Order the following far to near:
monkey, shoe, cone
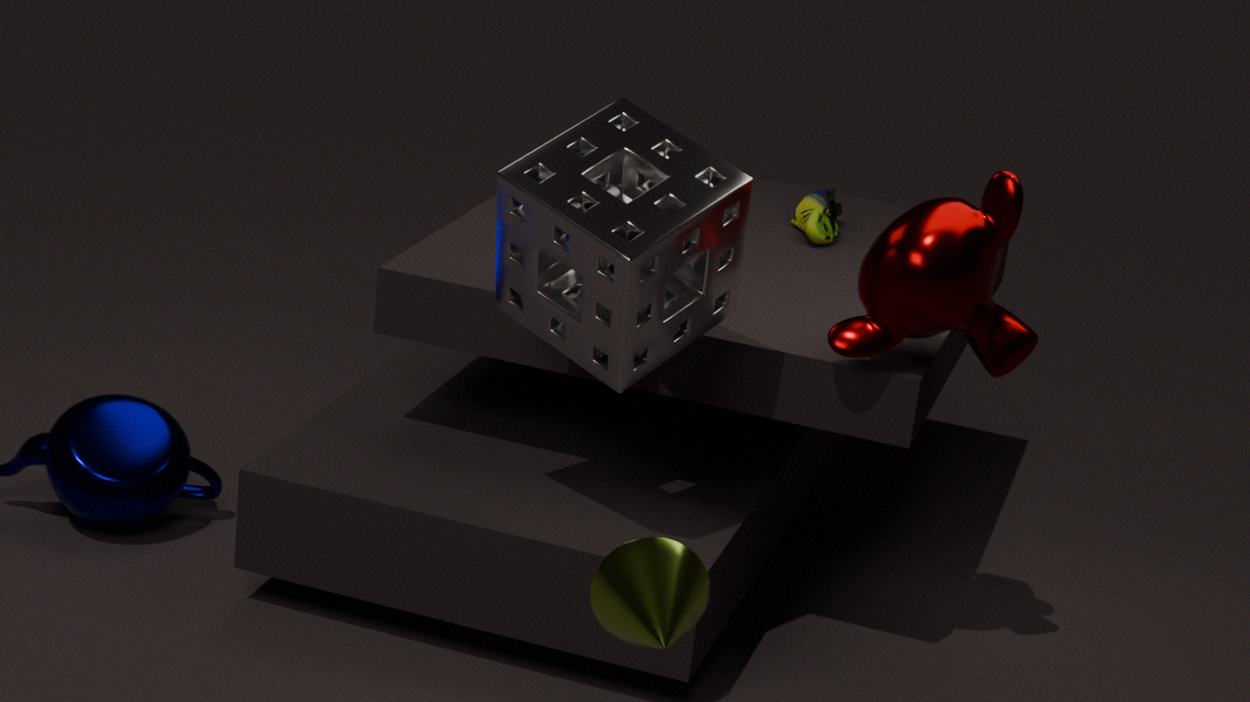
1. shoe
2. monkey
3. cone
